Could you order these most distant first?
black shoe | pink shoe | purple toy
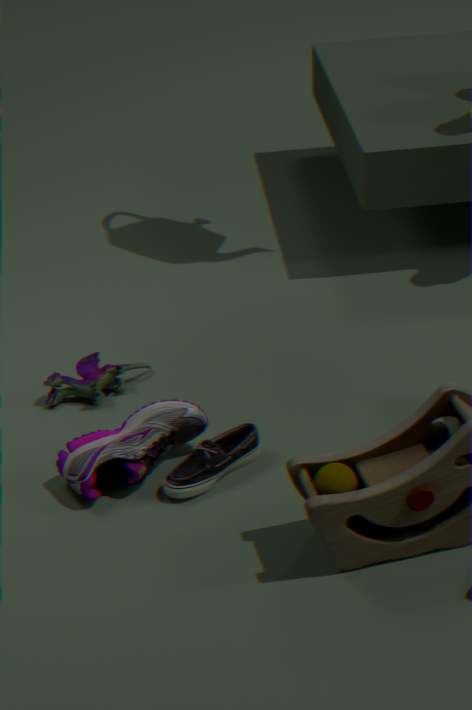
purple toy, black shoe, pink shoe
